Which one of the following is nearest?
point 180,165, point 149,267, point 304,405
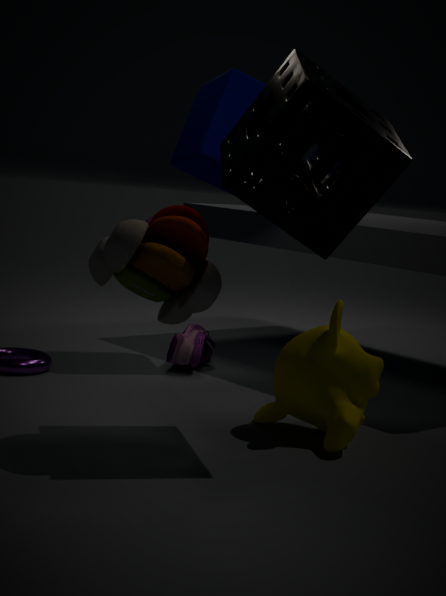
point 149,267
